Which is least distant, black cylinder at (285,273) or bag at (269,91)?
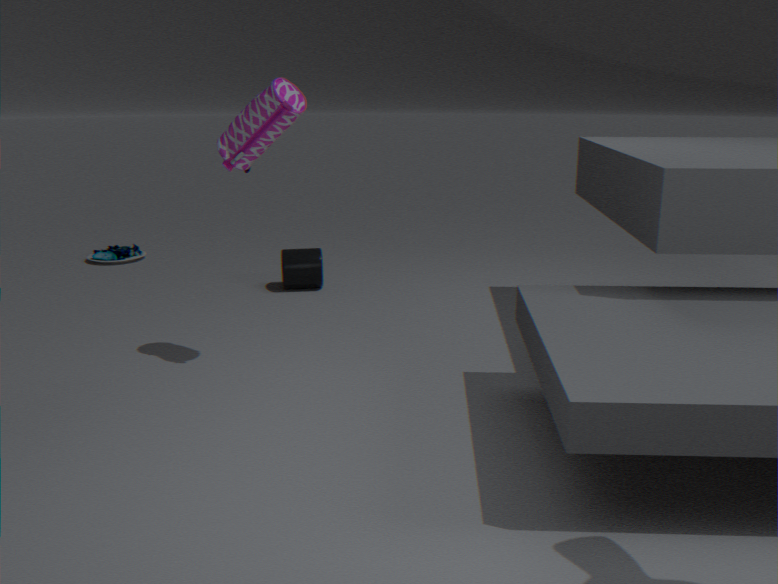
bag at (269,91)
